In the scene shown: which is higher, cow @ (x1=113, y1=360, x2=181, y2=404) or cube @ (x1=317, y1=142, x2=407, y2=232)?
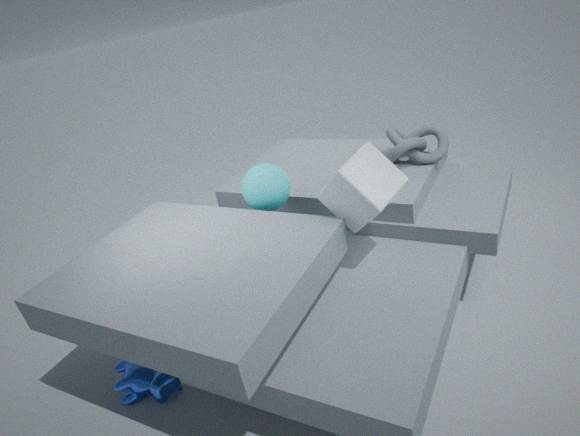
cube @ (x1=317, y1=142, x2=407, y2=232)
